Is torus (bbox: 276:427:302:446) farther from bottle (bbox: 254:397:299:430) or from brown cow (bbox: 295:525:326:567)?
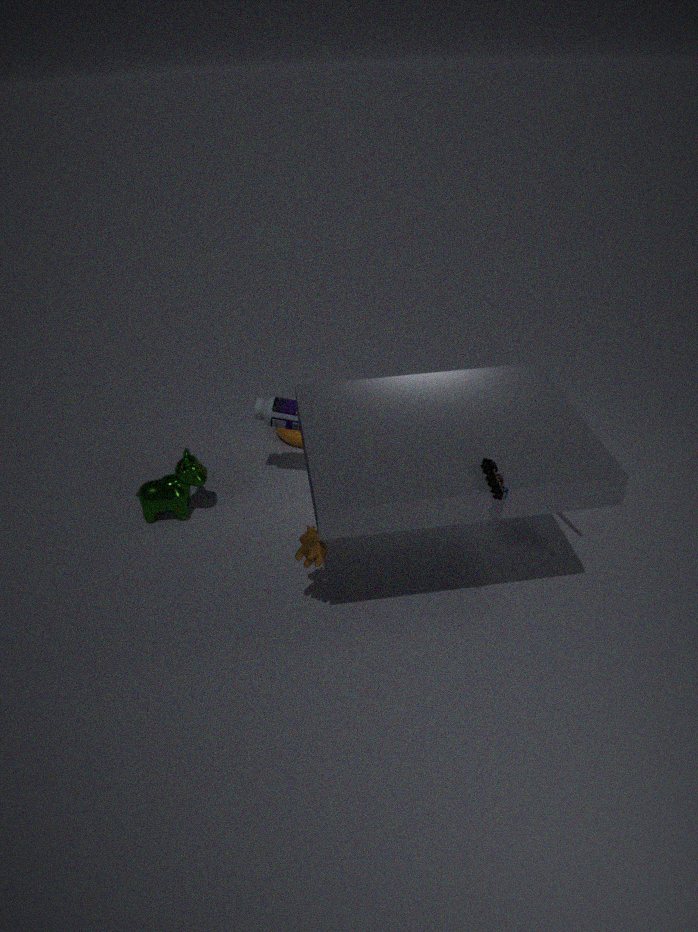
brown cow (bbox: 295:525:326:567)
